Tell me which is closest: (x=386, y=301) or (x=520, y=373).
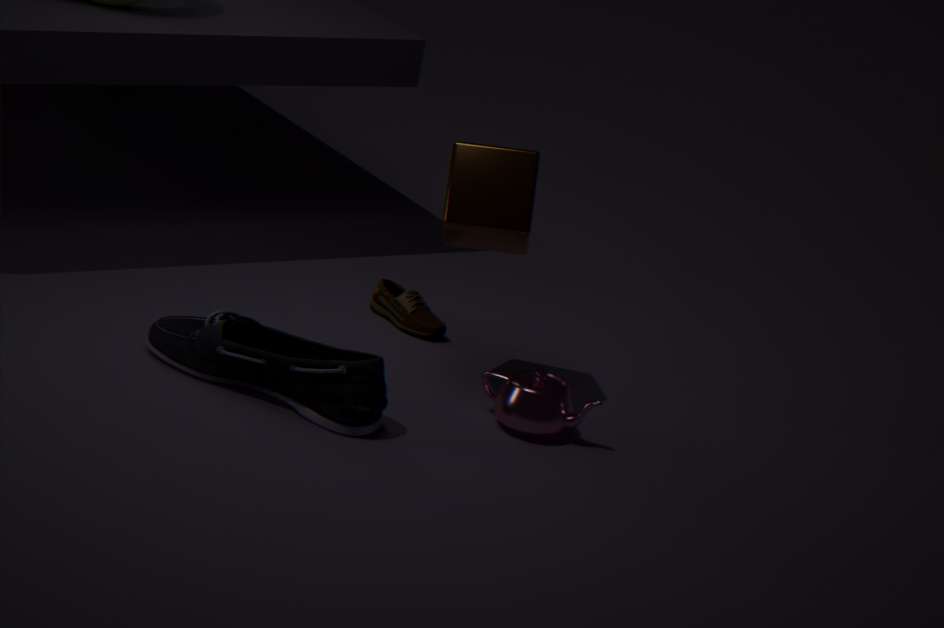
(x=520, y=373)
